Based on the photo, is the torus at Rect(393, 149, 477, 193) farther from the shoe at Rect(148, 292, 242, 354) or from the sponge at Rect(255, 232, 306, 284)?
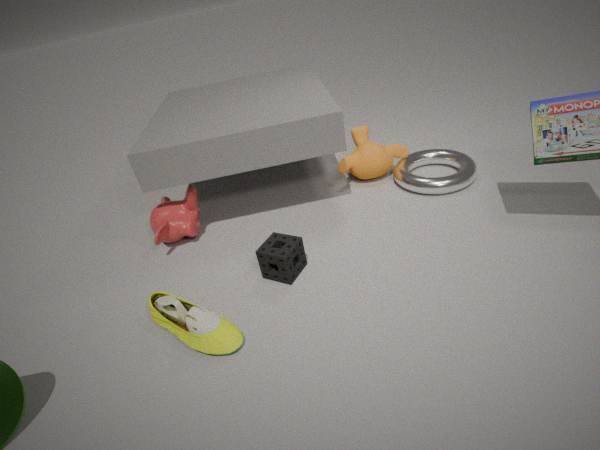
the shoe at Rect(148, 292, 242, 354)
